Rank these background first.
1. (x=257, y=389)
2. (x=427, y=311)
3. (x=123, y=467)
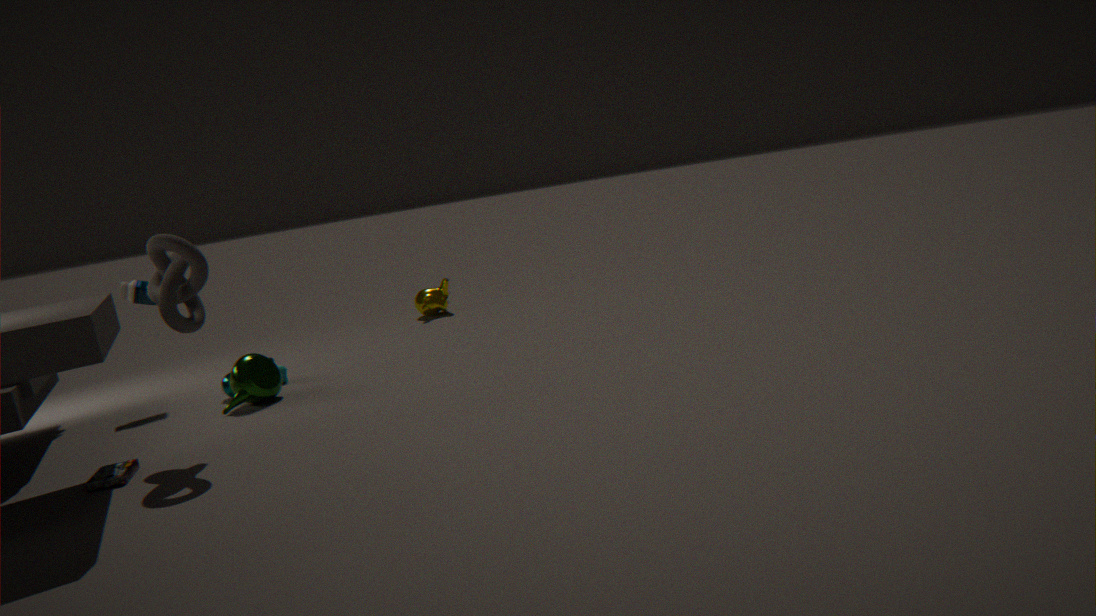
(x=427, y=311) < (x=257, y=389) < (x=123, y=467)
